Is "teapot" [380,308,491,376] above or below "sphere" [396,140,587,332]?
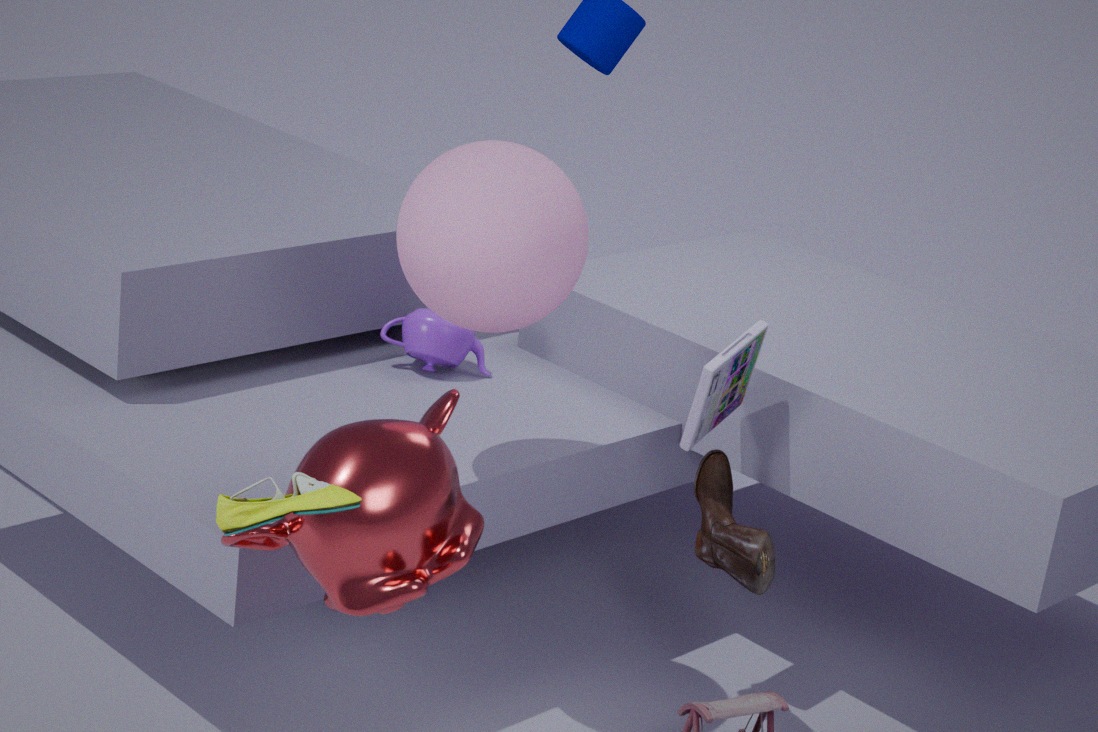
below
